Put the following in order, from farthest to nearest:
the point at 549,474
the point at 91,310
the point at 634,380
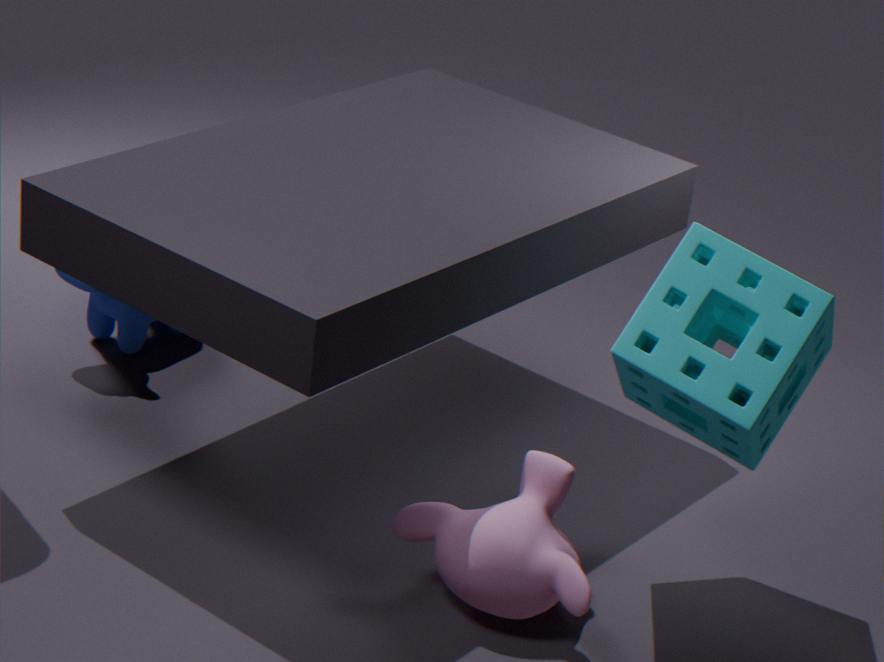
the point at 91,310 → the point at 549,474 → the point at 634,380
